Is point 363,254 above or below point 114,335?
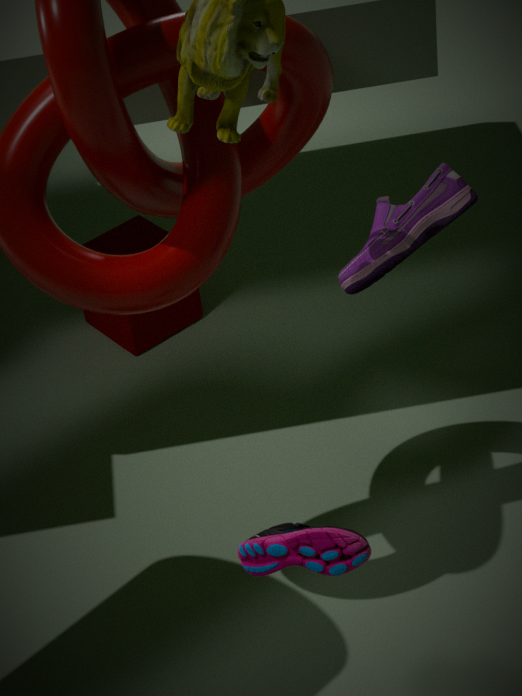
above
